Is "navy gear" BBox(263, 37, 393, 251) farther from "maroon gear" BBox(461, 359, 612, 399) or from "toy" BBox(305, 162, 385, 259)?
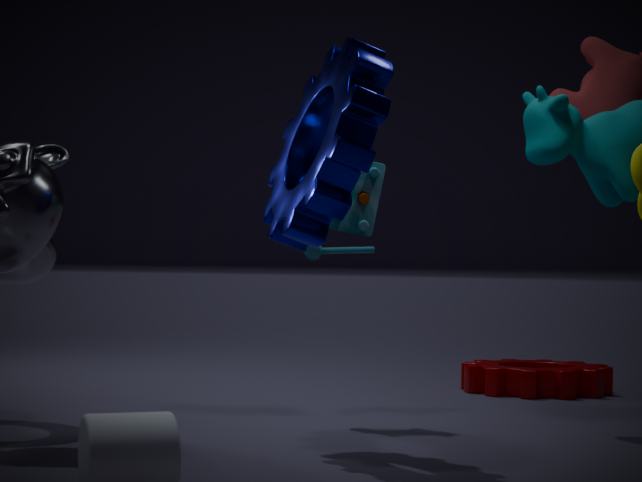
"maroon gear" BBox(461, 359, 612, 399)
